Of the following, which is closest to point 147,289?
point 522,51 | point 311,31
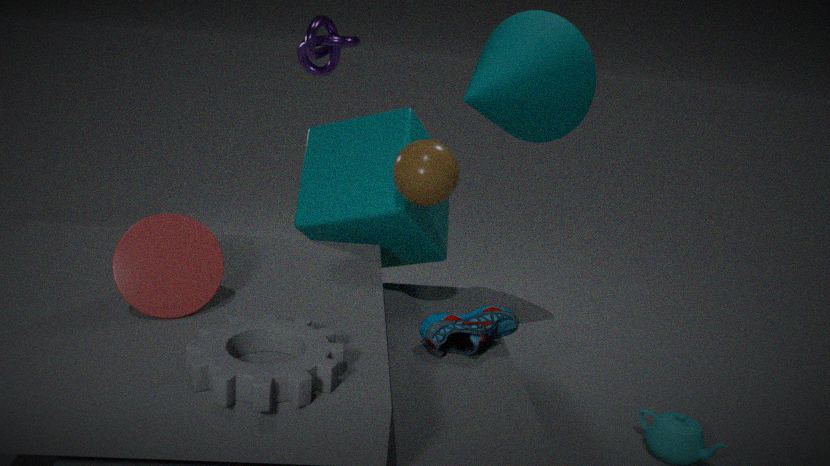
point 522,51
